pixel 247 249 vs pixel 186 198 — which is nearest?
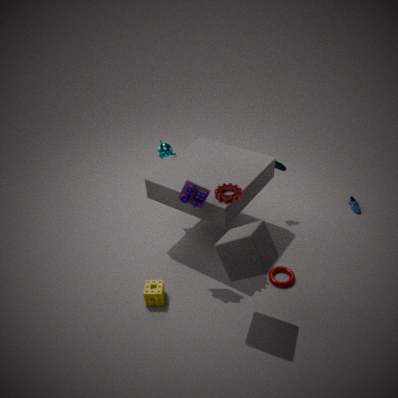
pixel 247 249
